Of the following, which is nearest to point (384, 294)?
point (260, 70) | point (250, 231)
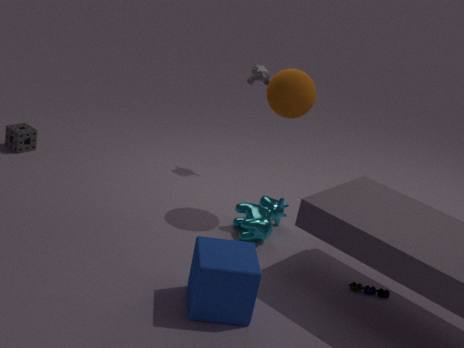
point (250, 231)
